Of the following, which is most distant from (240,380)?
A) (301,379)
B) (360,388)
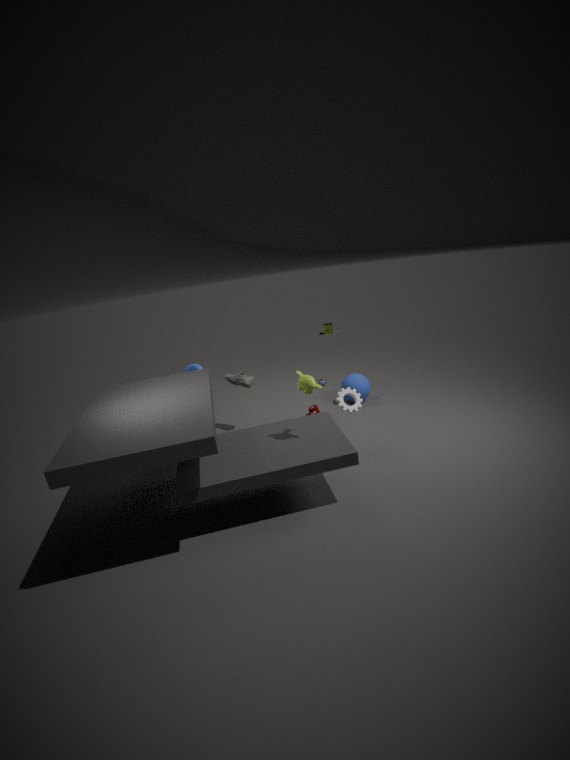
(301,379)
